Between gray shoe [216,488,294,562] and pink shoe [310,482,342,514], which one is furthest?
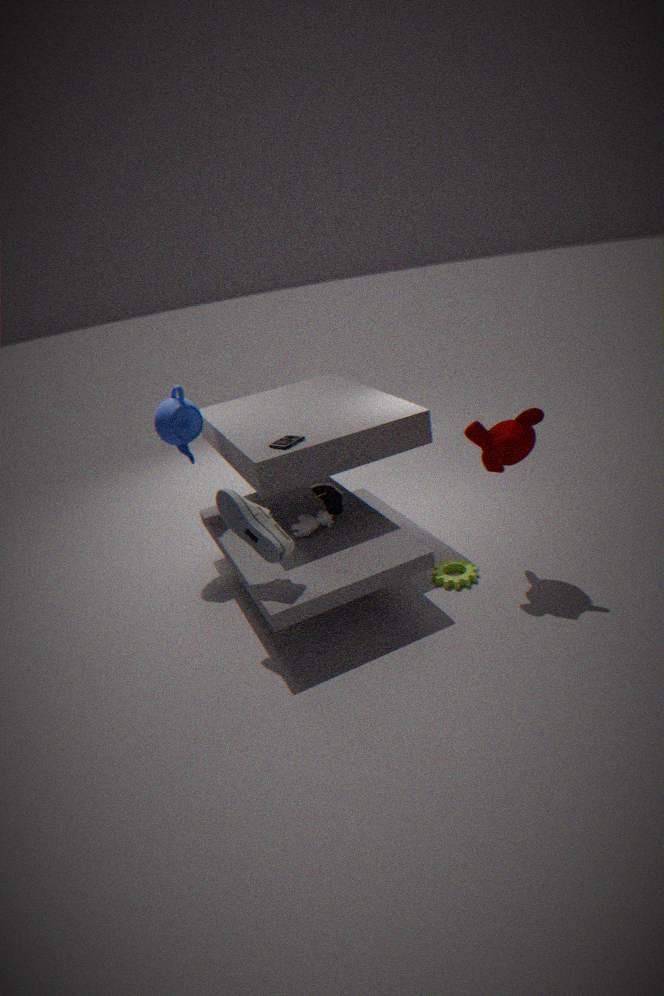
pink shoe [310,482,342,514]
